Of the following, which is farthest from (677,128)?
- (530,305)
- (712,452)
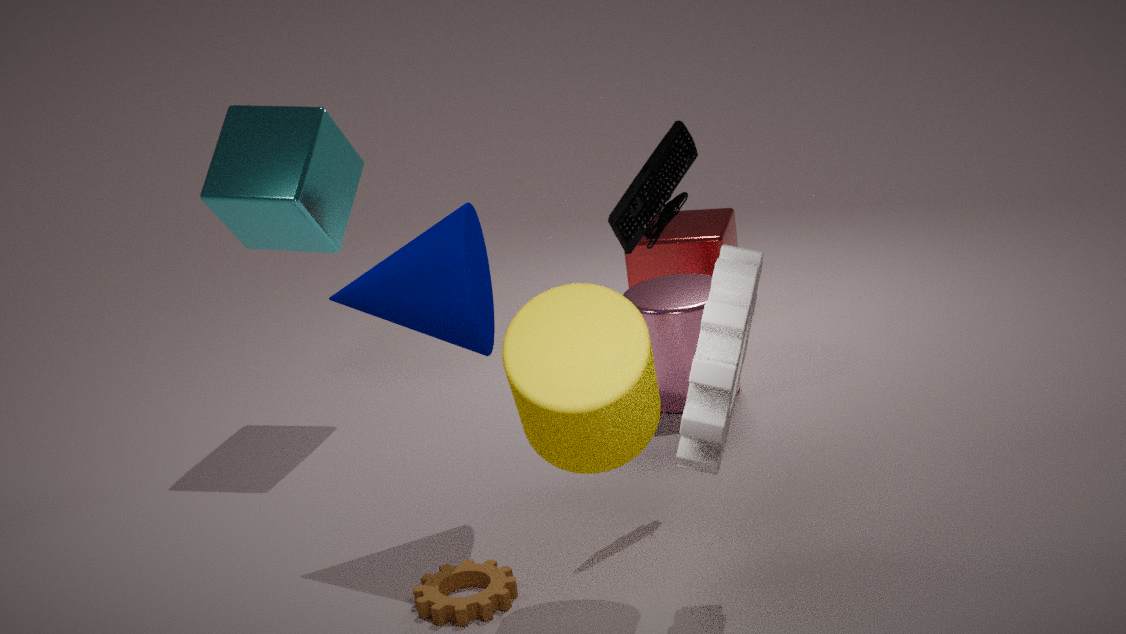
(712,452)
